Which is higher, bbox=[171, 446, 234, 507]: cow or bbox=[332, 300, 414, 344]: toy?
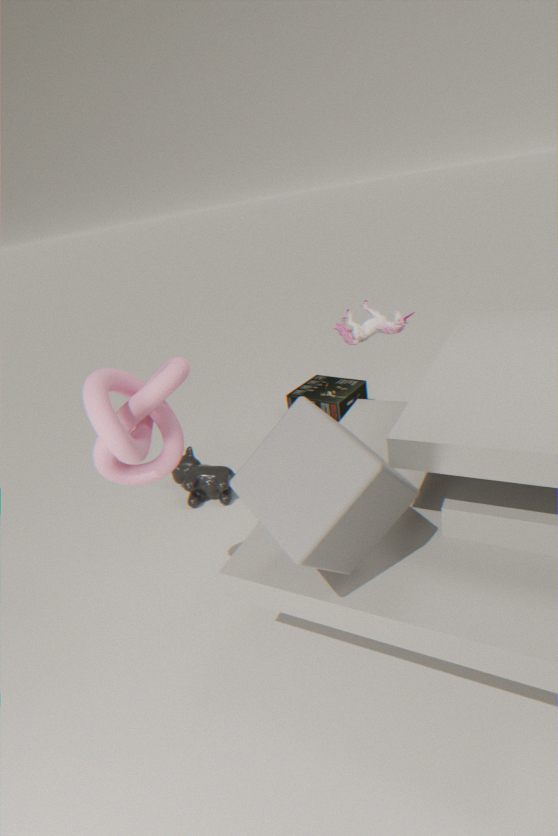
bbox=[332, 300, 414, 344]: toy
